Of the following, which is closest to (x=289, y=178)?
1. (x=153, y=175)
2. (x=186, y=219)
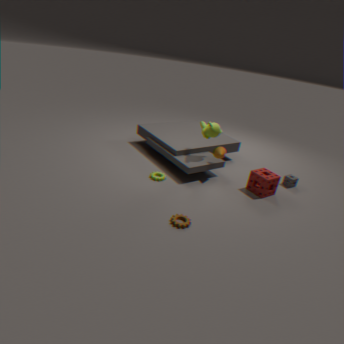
(x=153, y=175)
